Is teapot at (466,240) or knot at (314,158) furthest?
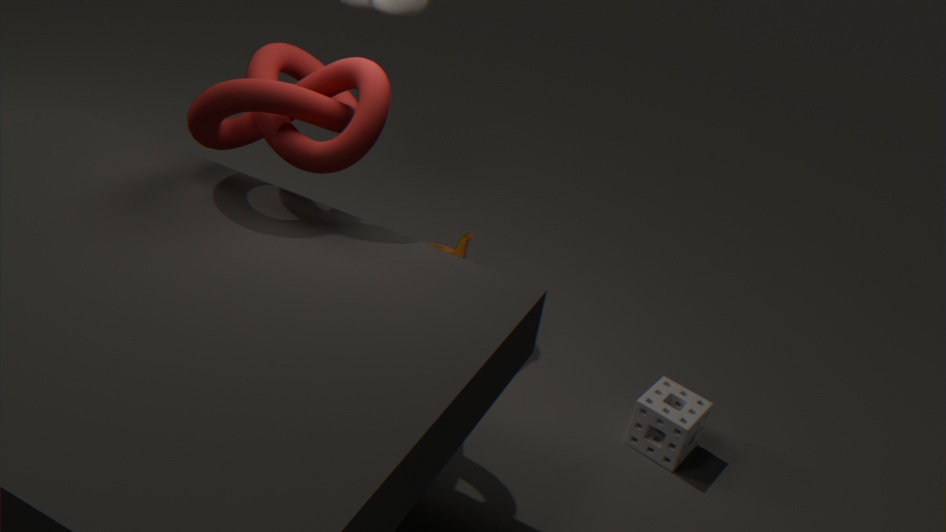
teapot at (466,240)
